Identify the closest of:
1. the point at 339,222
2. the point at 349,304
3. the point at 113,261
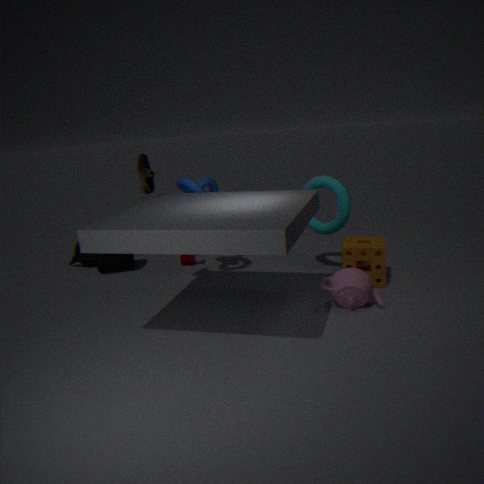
the point at 349,304
